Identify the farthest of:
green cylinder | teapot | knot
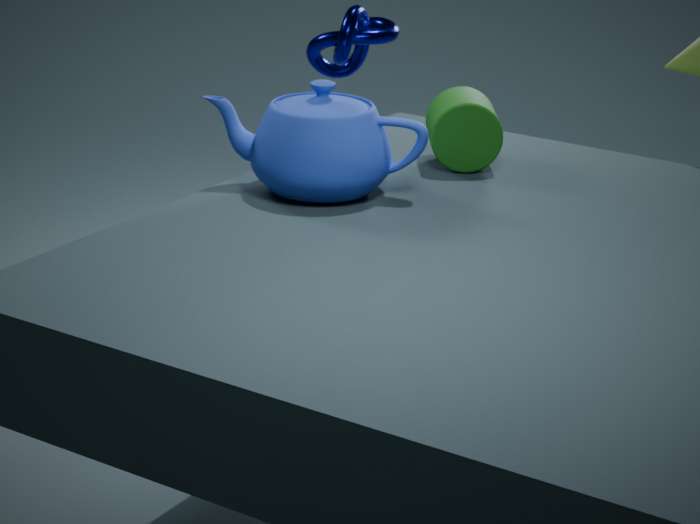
knot
